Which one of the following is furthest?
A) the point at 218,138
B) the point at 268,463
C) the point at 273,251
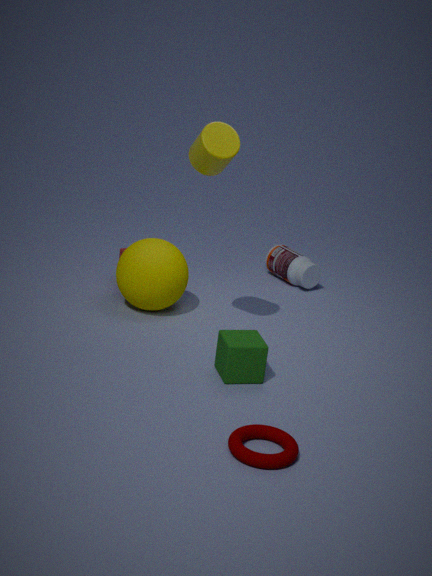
the point at 273,251
